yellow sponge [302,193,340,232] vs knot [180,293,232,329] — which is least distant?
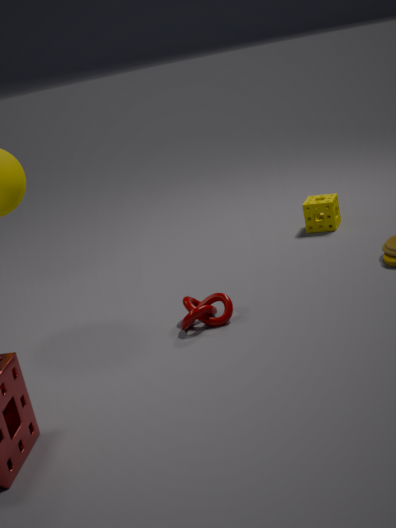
knot [180,293,232,329]
